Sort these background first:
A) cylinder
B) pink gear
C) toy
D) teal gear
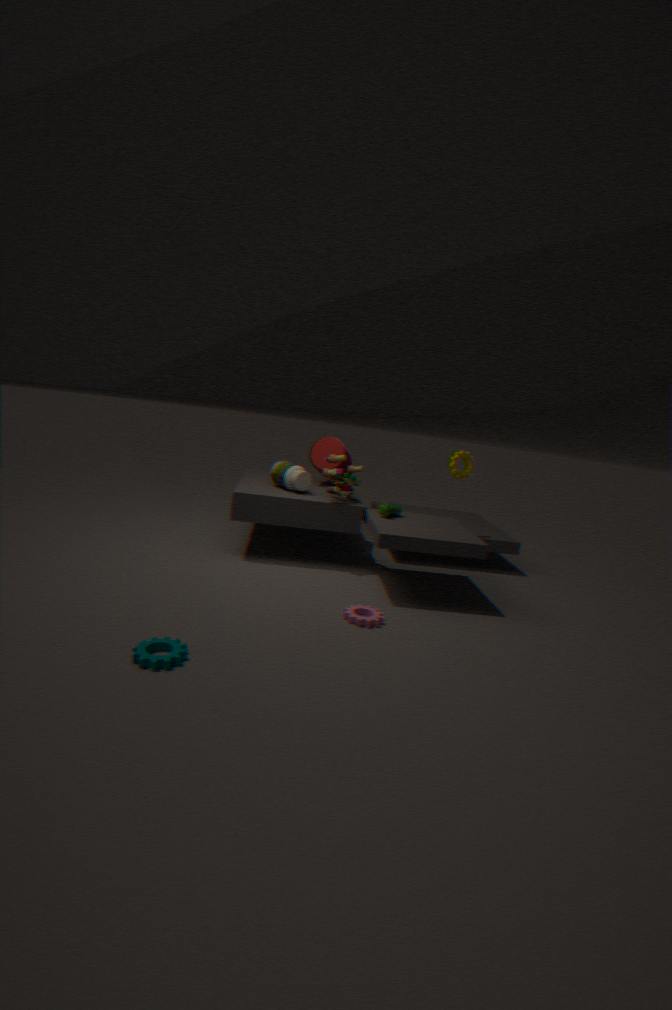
cylinder → toy → pink gear → teal gear
